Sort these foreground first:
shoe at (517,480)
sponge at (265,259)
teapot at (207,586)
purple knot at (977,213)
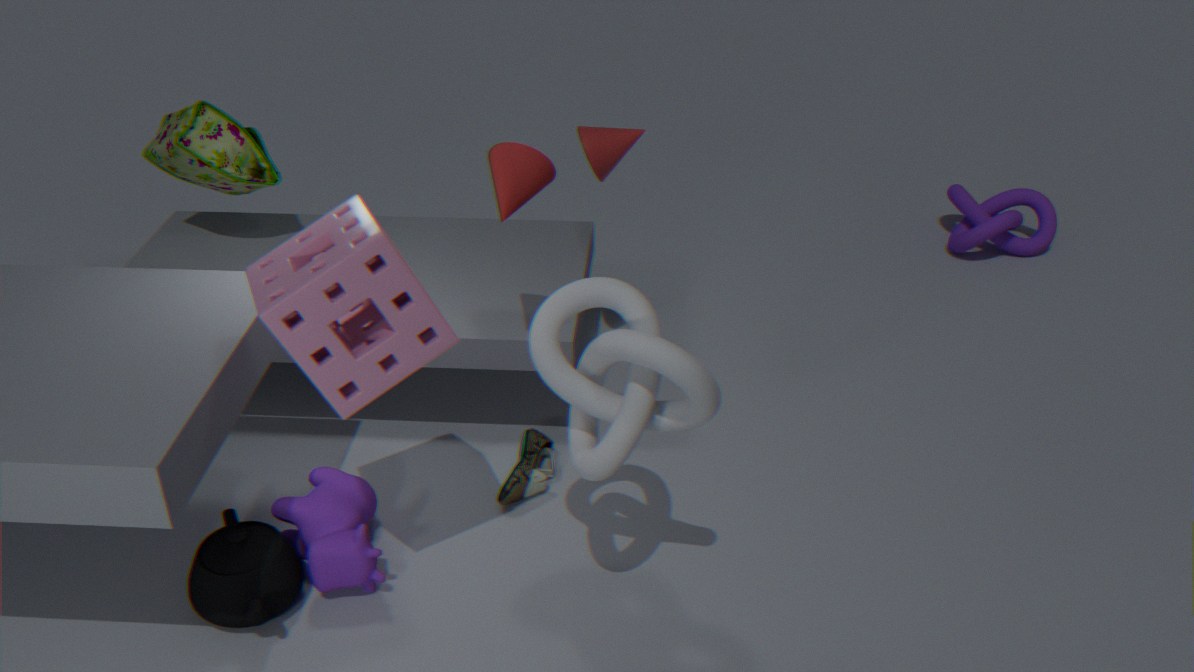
sponge at (265,259) < teapot at (207,586) < shoe at (517,480) < purple knot at (977,213)
